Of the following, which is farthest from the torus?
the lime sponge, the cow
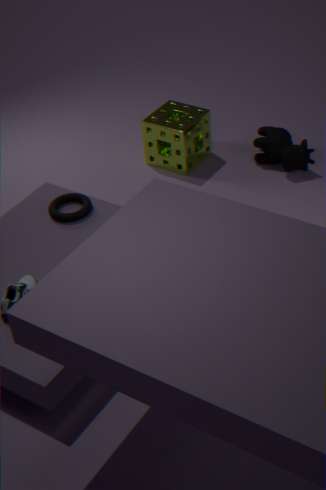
the cow
